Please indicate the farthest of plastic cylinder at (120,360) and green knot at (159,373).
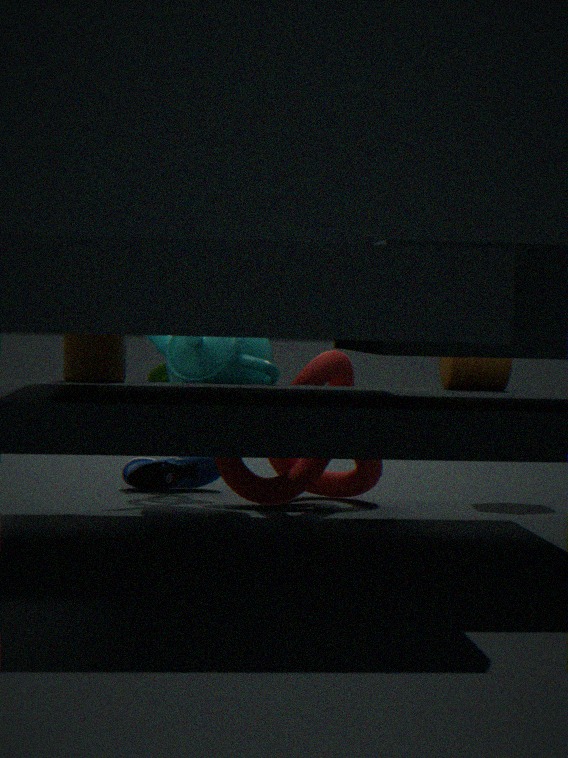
green knot at (159,373)
